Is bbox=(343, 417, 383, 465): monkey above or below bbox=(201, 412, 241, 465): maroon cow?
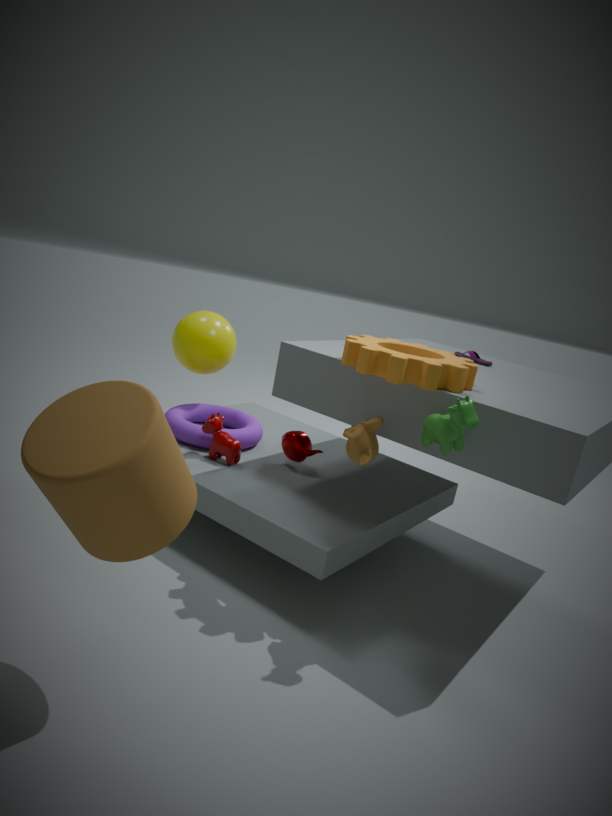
above
